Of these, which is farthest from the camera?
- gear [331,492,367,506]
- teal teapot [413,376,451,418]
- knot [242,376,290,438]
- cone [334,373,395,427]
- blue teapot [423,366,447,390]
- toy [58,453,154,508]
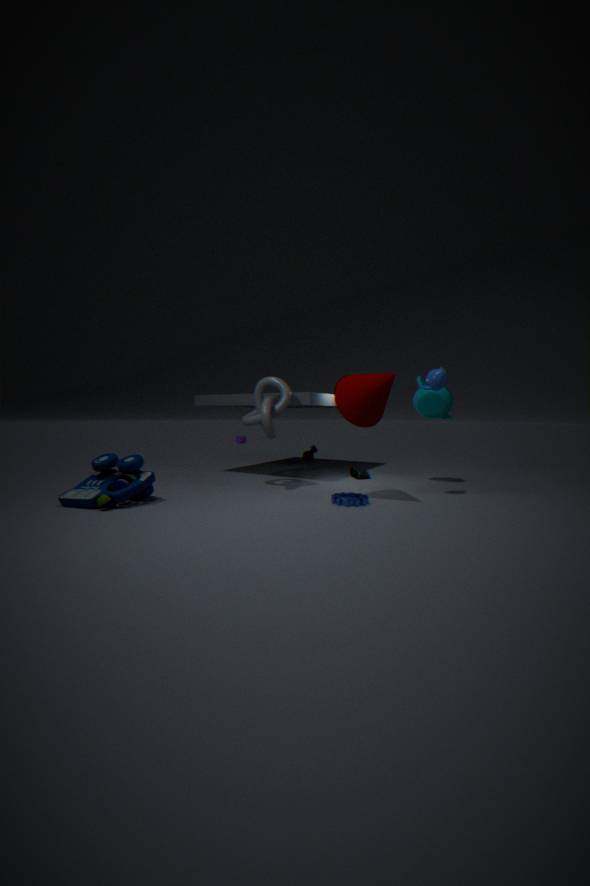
teal teapot [413,376,451,418]
